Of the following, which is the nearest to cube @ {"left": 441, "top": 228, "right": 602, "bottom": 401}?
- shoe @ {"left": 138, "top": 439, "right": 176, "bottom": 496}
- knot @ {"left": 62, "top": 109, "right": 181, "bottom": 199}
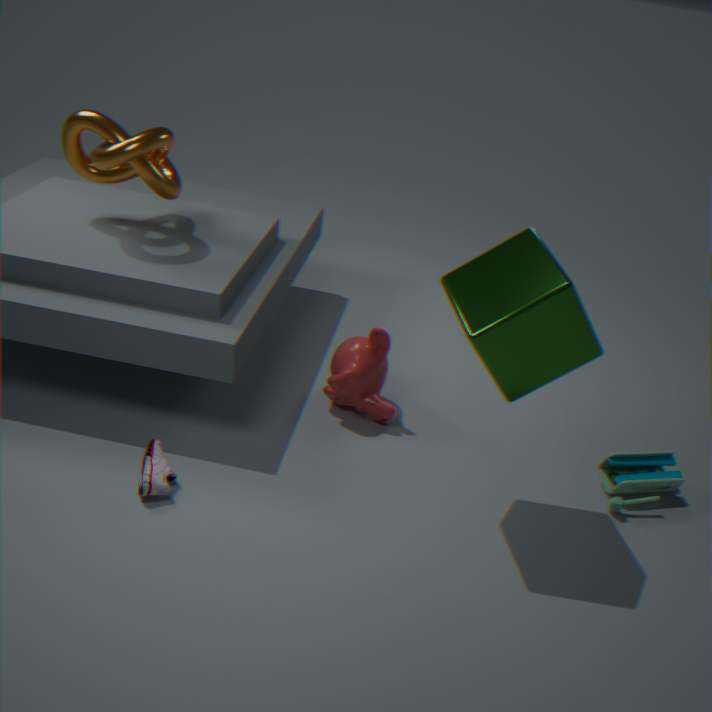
shoe @ {"left": 138, "top": 439, "right": 176, "bottom": 496}
